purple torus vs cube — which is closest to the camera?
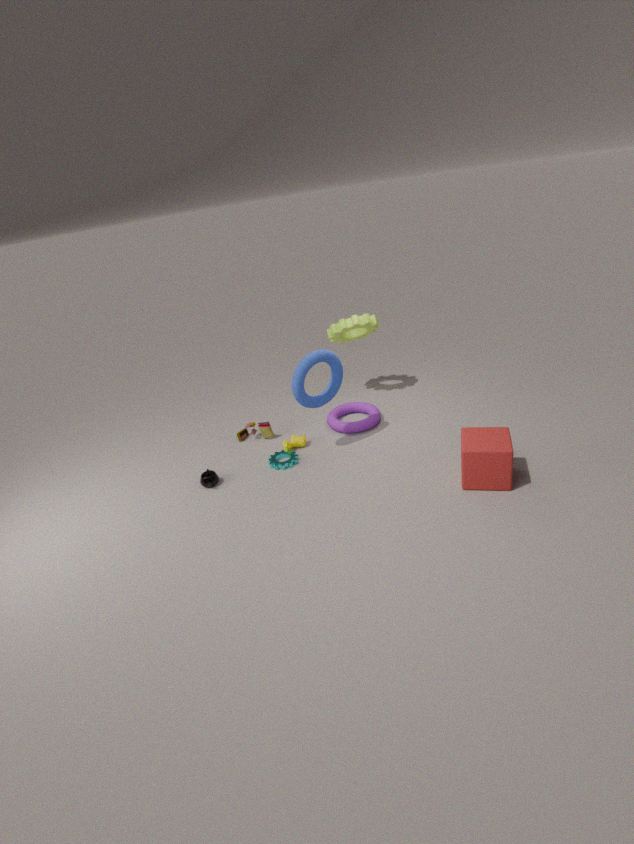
cube
